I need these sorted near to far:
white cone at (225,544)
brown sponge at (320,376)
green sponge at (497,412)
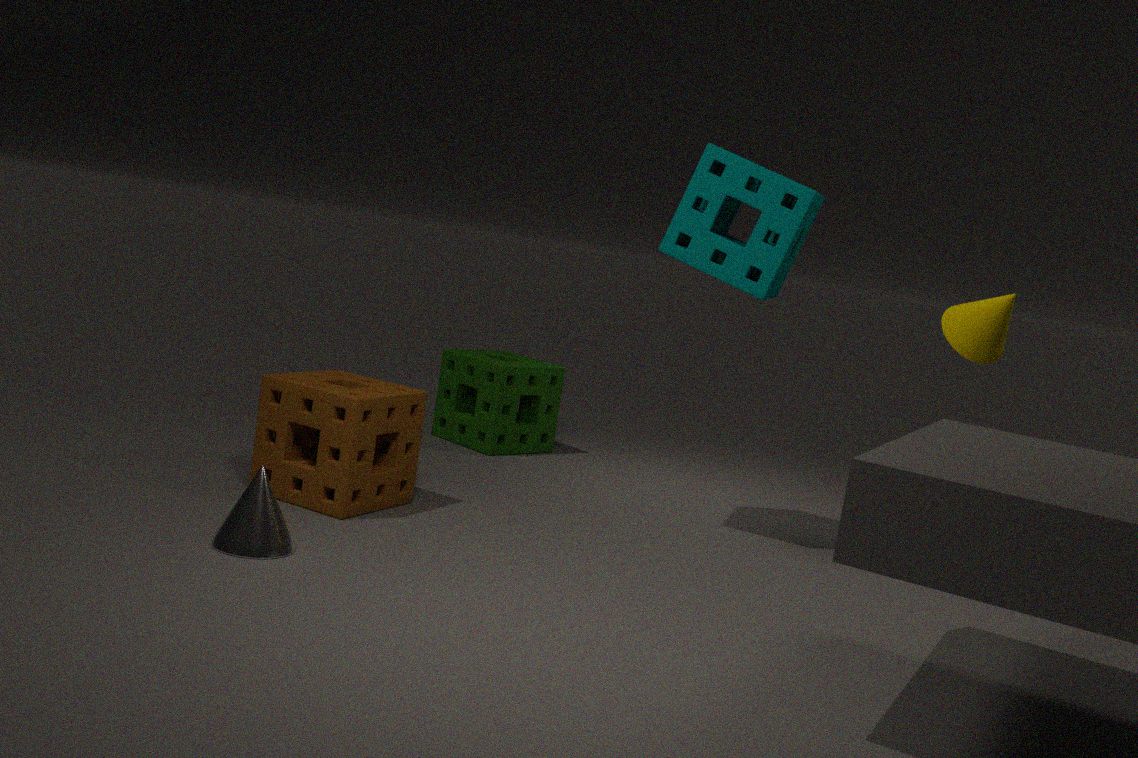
white cone at (225,544) → brown sponge at (320,376) → green sponge at (497,412)
